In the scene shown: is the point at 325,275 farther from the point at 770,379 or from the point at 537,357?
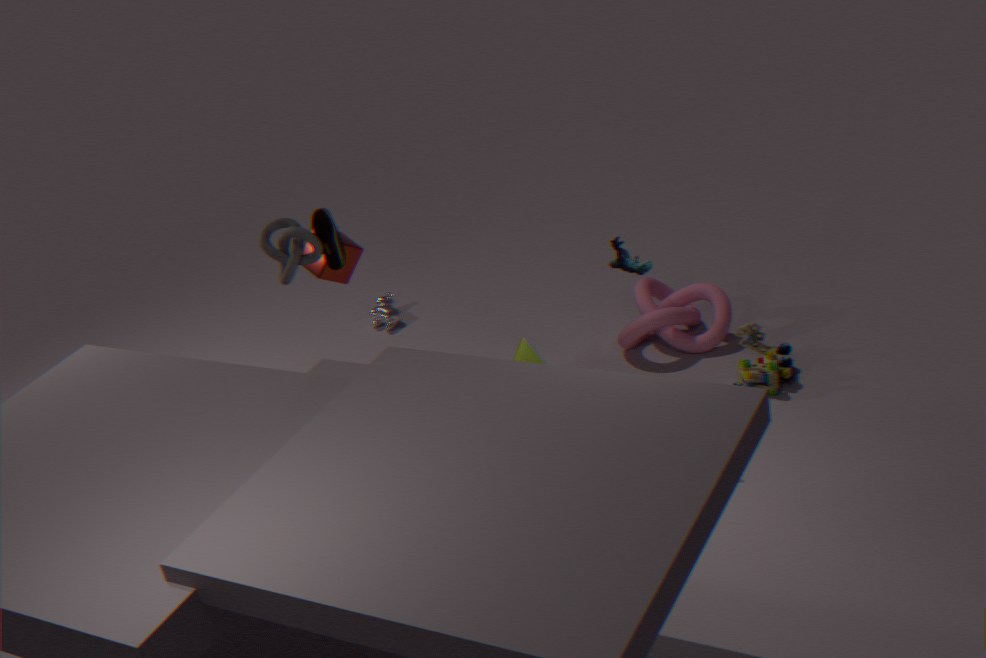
the point at 770,379
